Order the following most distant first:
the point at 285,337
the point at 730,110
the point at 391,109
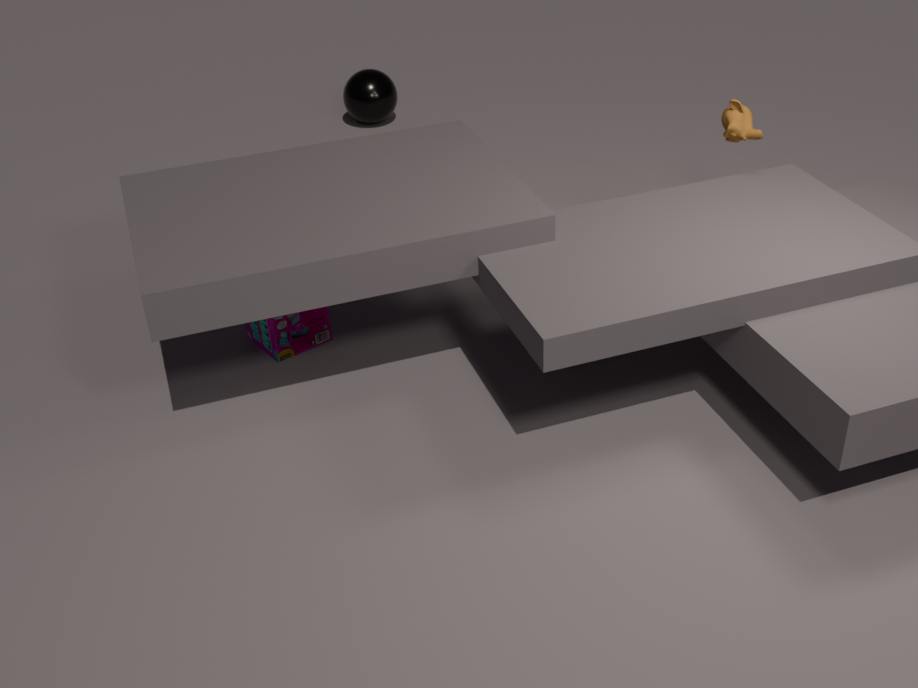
the point at 391,109 < the point at 285,337 < the point at 730,110
